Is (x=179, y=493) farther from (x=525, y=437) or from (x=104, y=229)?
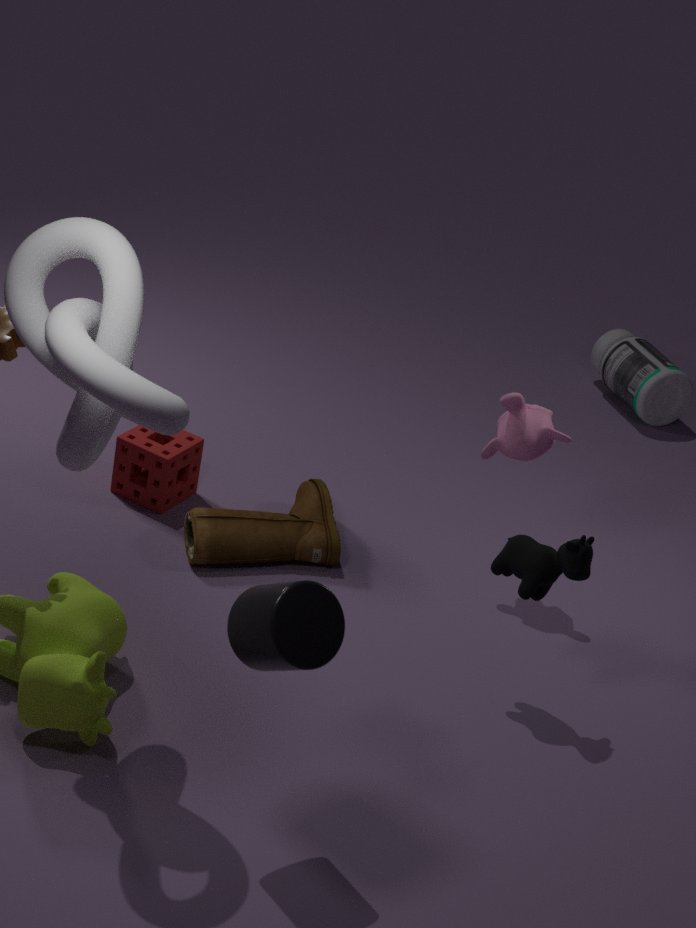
(x=104, y=229)
